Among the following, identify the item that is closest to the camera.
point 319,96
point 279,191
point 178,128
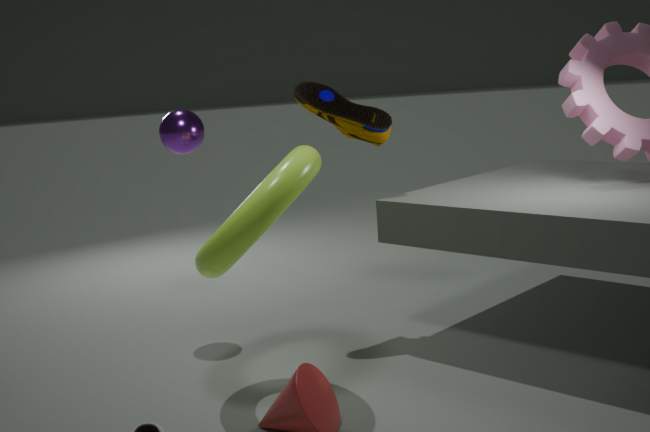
point 279,191
